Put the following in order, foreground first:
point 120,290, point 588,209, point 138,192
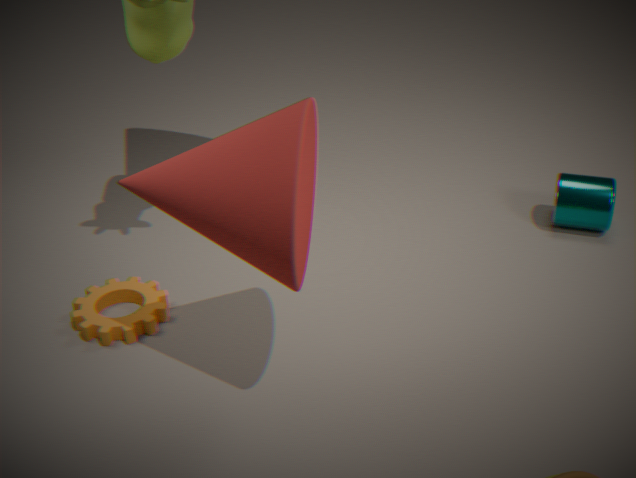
point 138,192 → point 120,290 → point 588,209
